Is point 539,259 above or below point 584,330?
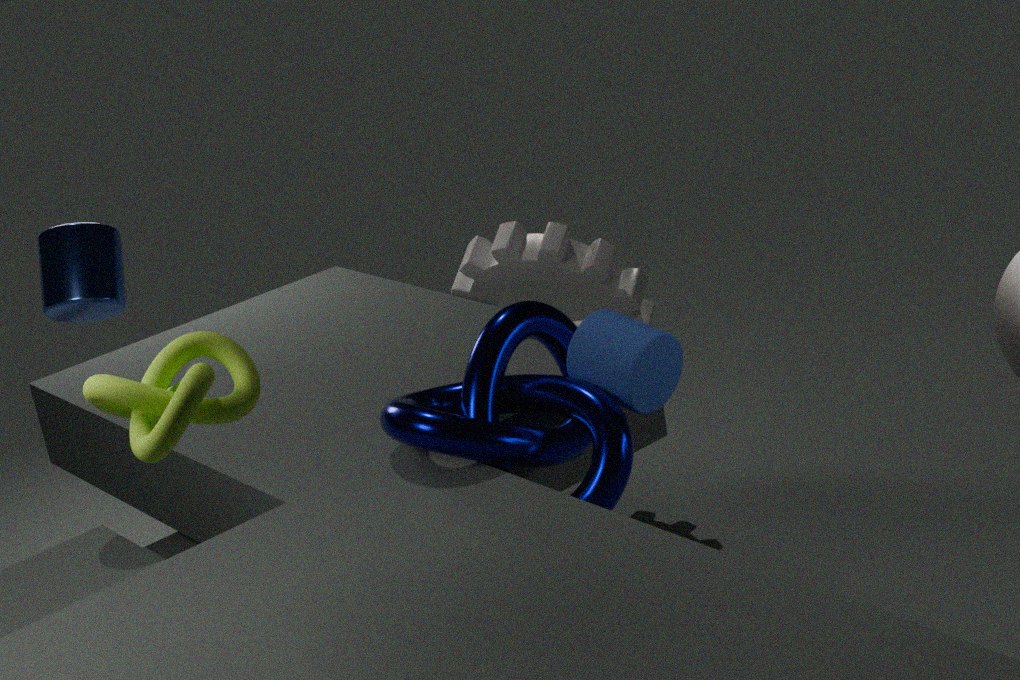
below
